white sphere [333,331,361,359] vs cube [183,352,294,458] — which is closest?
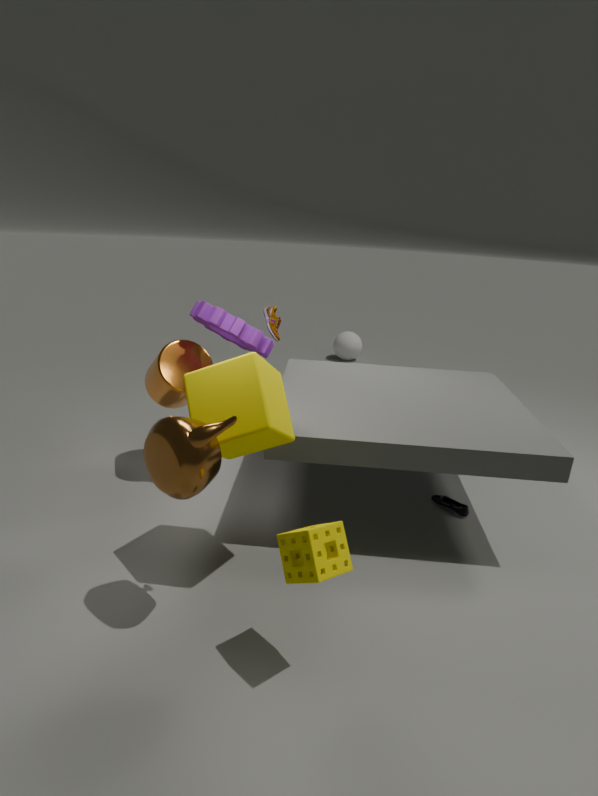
cube [183,352,294,458]
